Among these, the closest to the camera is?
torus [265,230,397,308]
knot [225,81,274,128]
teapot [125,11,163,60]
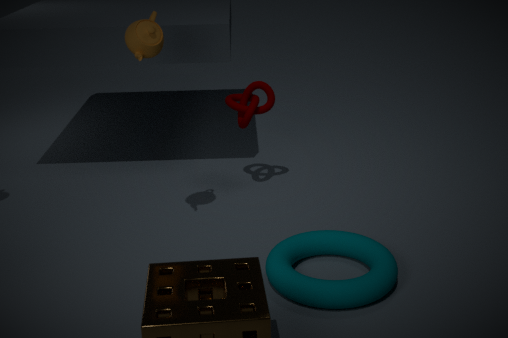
torus [265,230,397,308]
